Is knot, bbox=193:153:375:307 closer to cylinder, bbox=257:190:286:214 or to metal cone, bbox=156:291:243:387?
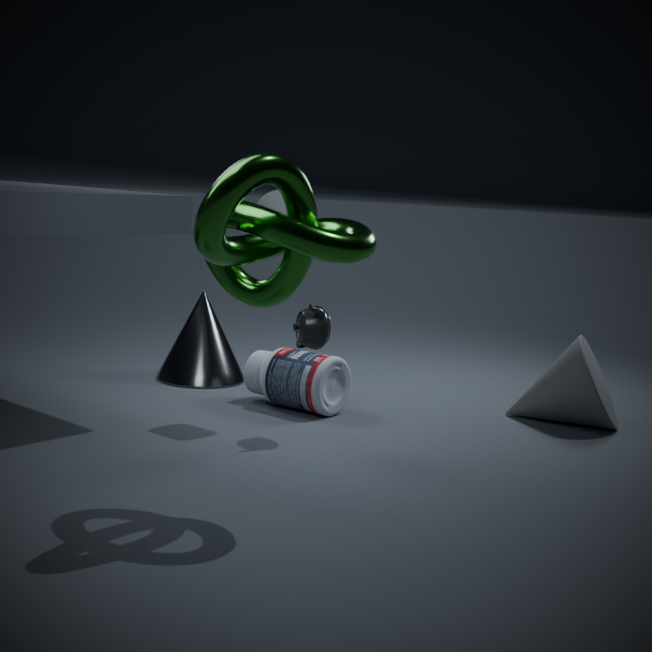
cylinder, bbox=257:190:286:214
